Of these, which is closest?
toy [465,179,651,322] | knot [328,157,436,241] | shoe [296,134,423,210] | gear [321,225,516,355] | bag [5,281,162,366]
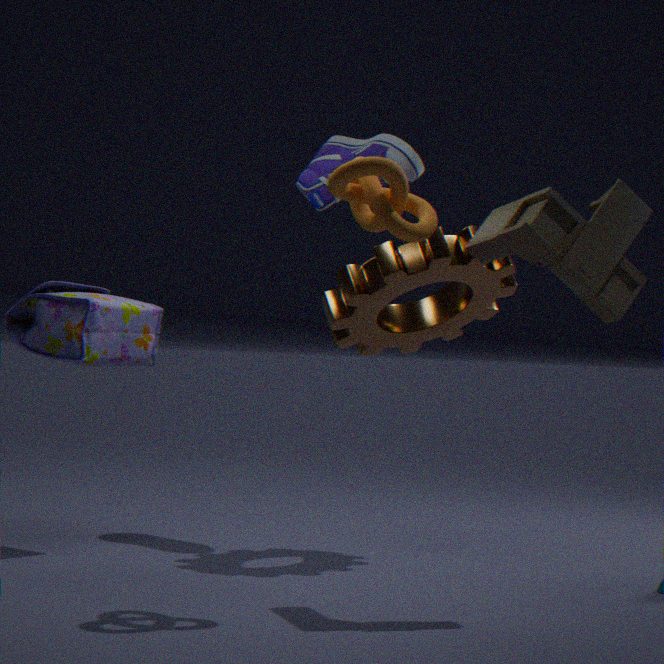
knot [328,157,436,241]
